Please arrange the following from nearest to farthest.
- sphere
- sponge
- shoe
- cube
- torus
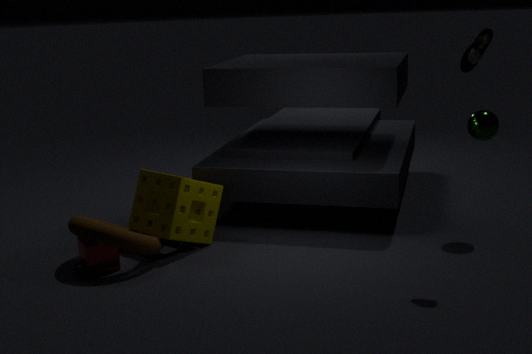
1. shoe
2. torus
3. cube
4. sponge
5. sphere
